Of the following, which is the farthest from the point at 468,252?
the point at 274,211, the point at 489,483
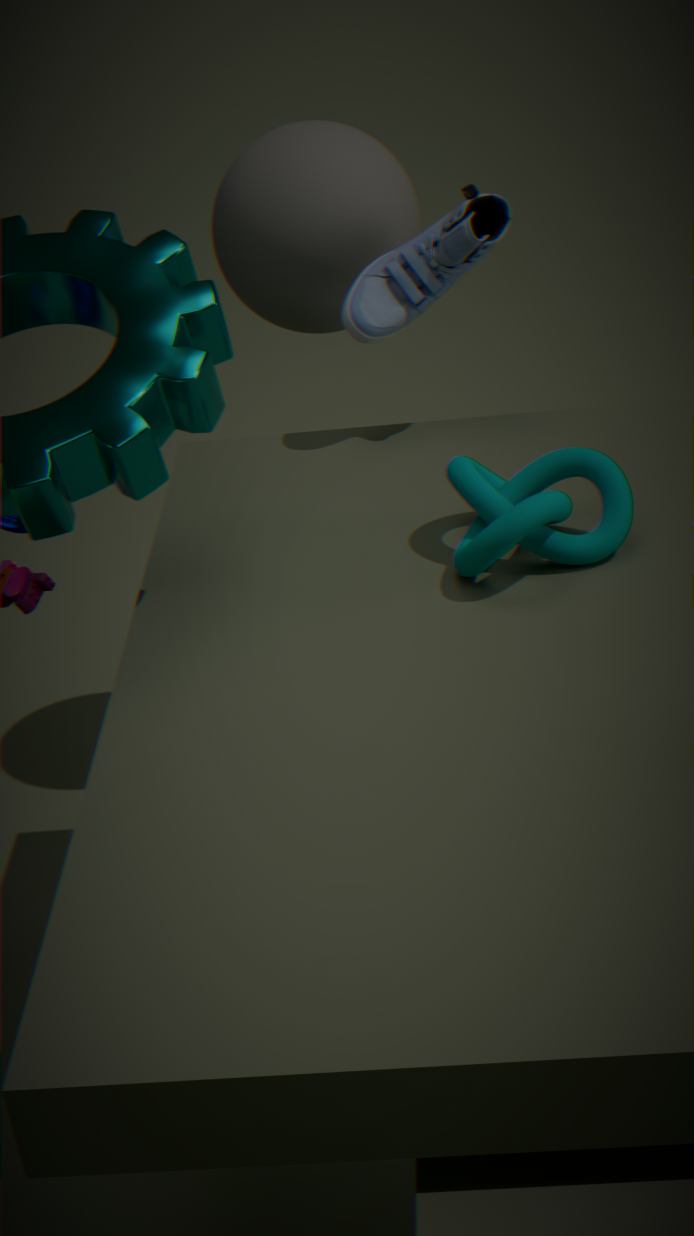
the point at 489,483
